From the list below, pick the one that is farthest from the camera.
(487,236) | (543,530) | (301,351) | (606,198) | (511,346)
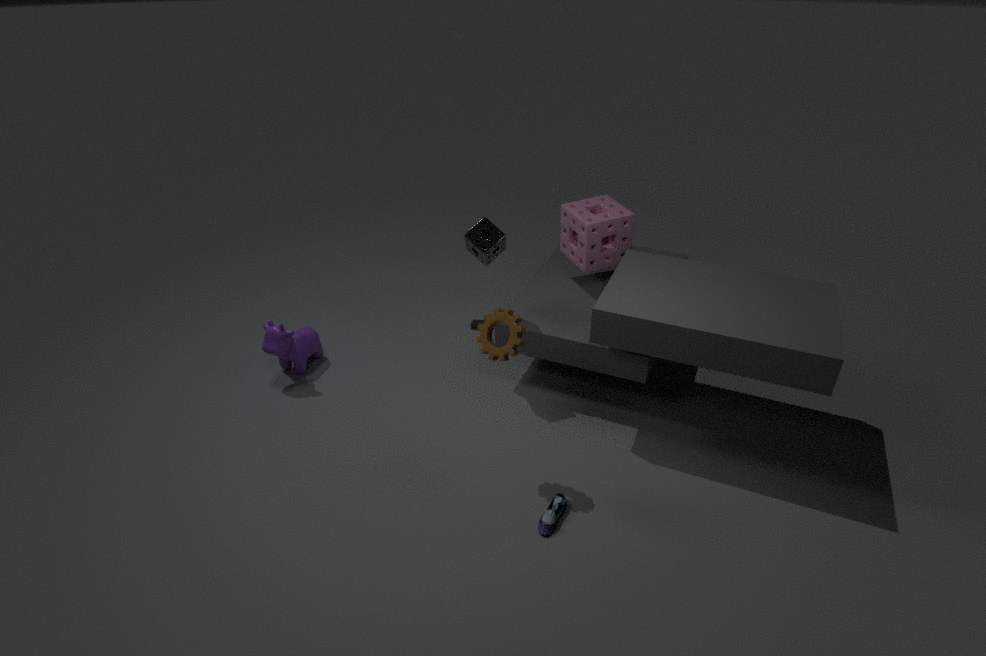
(606,198)
